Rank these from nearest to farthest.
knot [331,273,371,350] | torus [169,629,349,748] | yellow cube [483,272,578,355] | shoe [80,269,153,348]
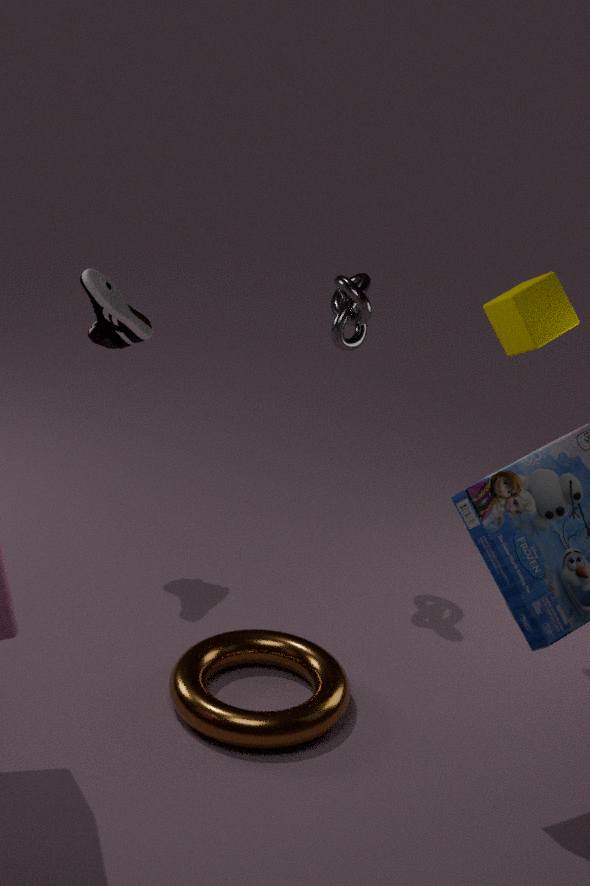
torus [169,629,349,748] < yellow cube [483,272,578,355] < knot [331,273,371,350] < shoe [80,269,153,348]
